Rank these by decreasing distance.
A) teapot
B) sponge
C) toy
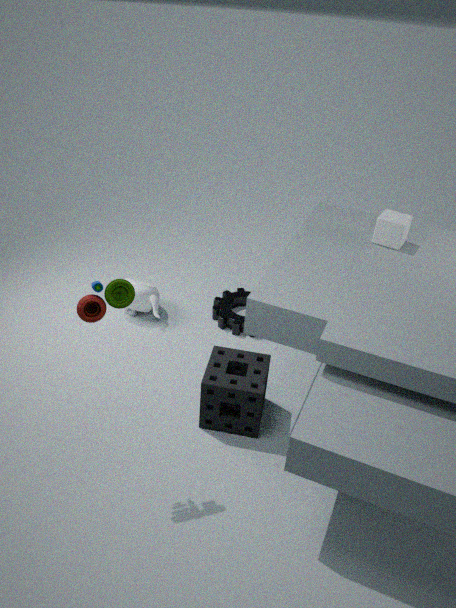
teapot, sponge, toy
